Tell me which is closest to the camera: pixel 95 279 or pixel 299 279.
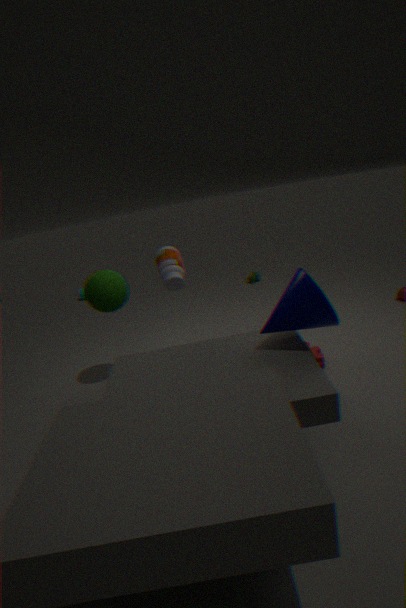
pixel 299 279
